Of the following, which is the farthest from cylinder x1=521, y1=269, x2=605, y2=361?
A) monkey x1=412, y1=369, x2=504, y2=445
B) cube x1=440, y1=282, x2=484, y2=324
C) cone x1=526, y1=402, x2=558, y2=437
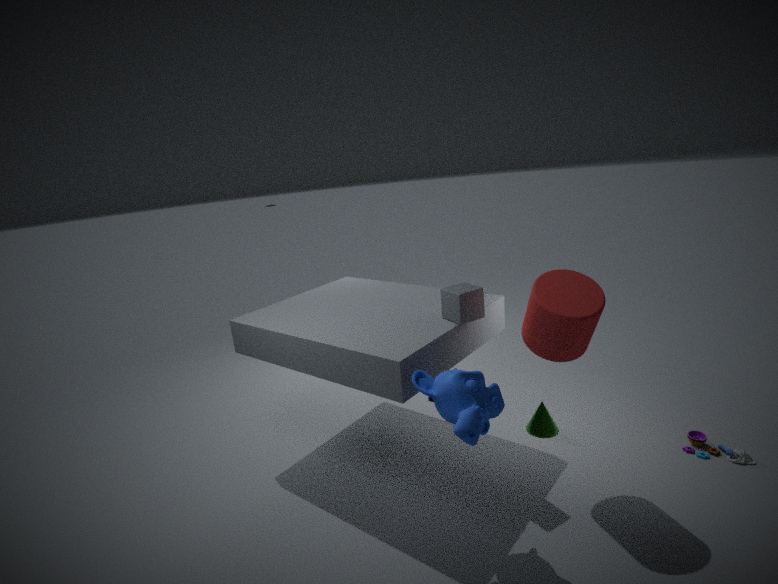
cone x1=526, y1=402, x2=558, y2=437
